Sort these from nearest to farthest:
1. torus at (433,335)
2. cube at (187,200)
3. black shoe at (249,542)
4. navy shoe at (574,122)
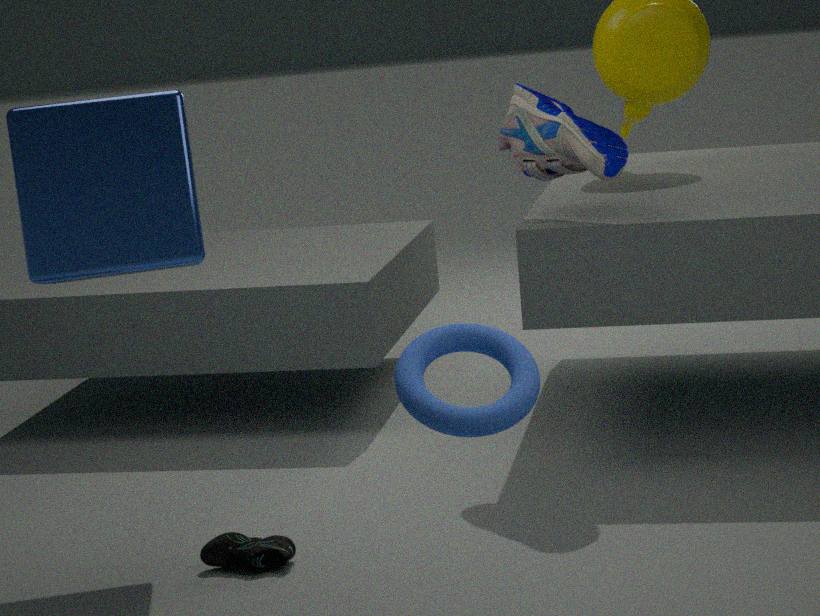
torus at (433,335) < cube at (187,200) < black shoe at (249,542) < navy shoe at (574,122)
